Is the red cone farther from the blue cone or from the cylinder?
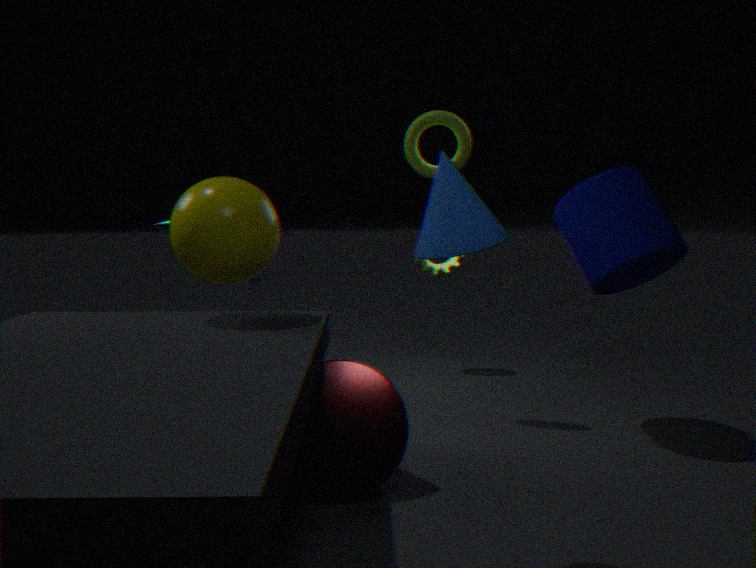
the cylinder
